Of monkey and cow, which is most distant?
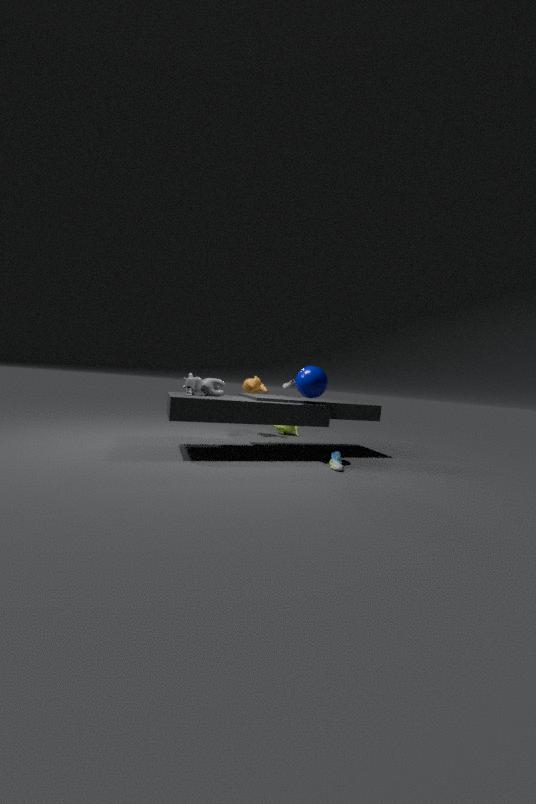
monkey
